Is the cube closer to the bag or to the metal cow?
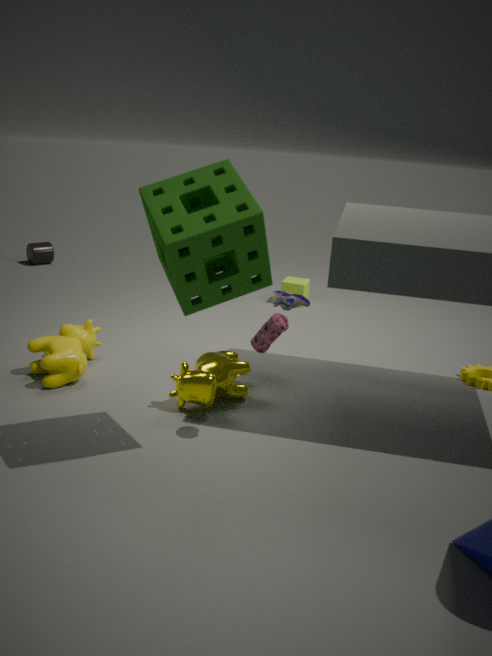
the metal cow
